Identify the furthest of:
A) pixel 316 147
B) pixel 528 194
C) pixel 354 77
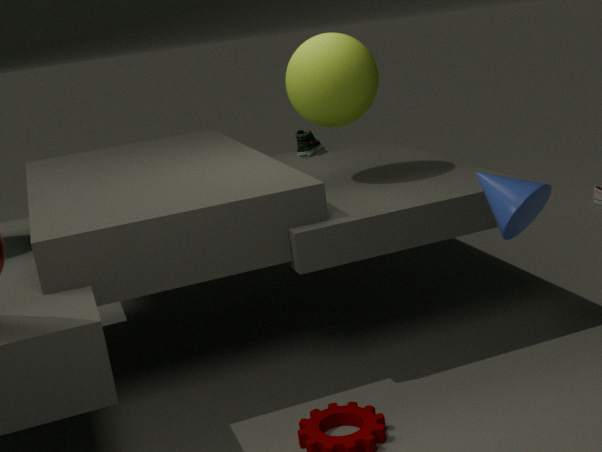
pixel 316 147
